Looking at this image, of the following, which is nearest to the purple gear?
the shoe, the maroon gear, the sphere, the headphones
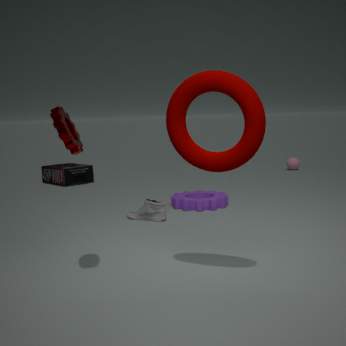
the shoe
